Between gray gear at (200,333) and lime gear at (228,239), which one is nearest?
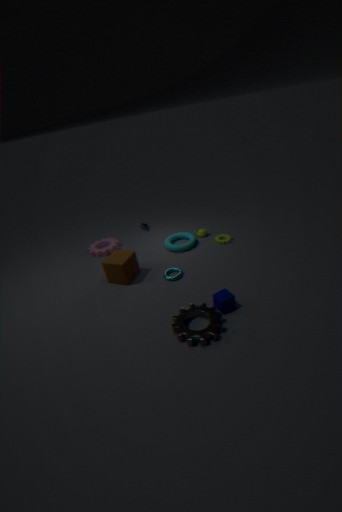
gray gear at (200,333)
